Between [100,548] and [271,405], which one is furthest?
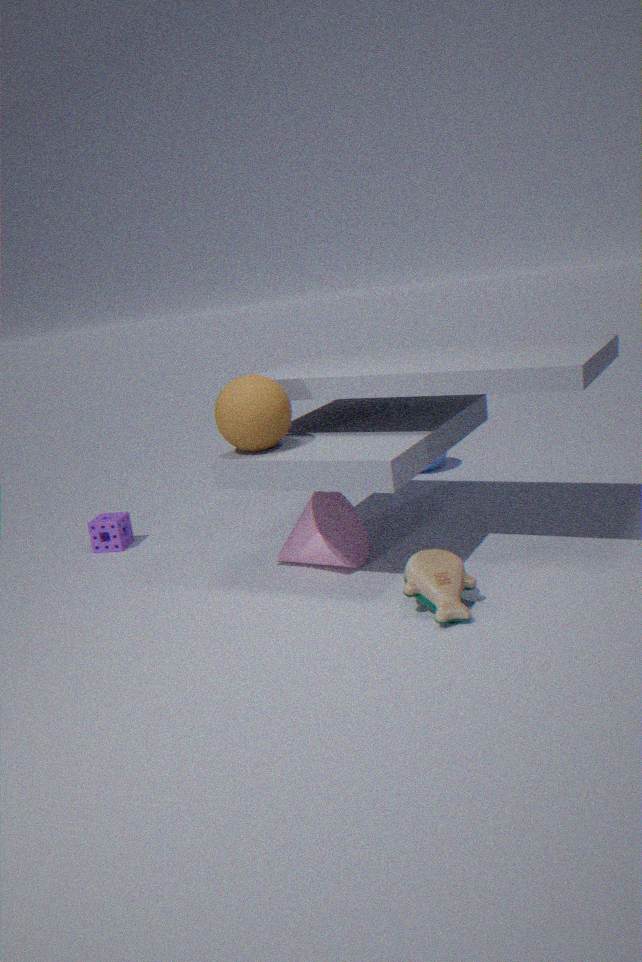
[100,548]
